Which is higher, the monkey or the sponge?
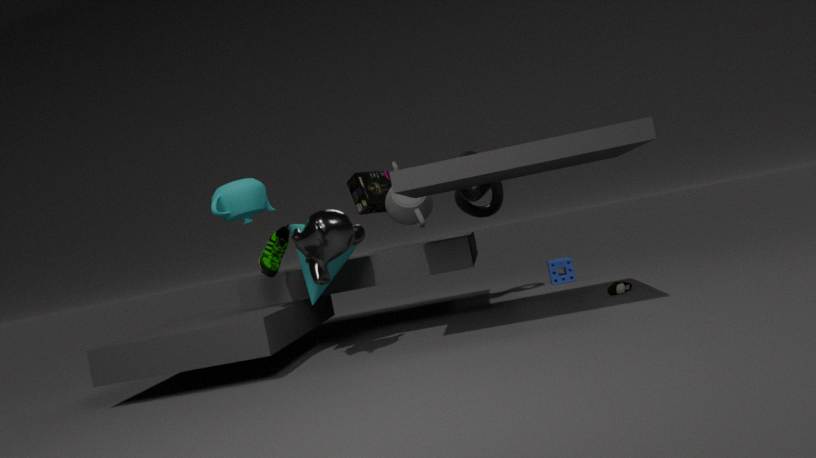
the monkey
